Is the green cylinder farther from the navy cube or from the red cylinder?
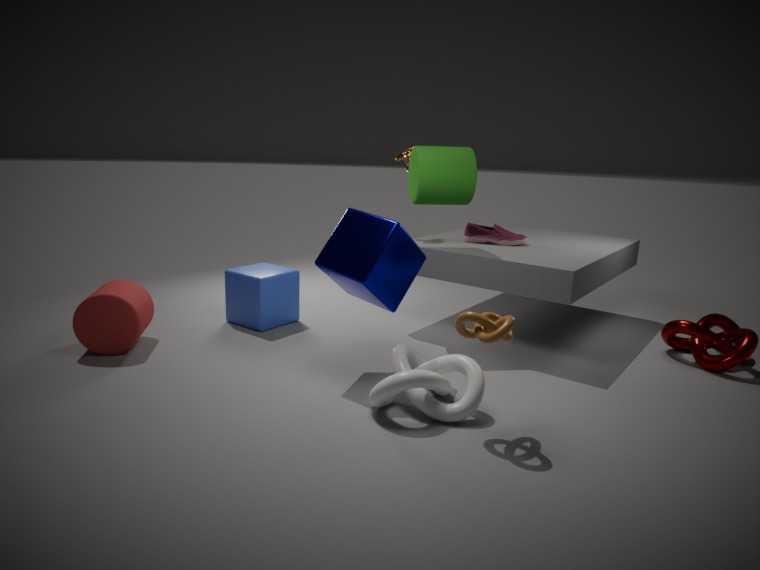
the red cylinder
